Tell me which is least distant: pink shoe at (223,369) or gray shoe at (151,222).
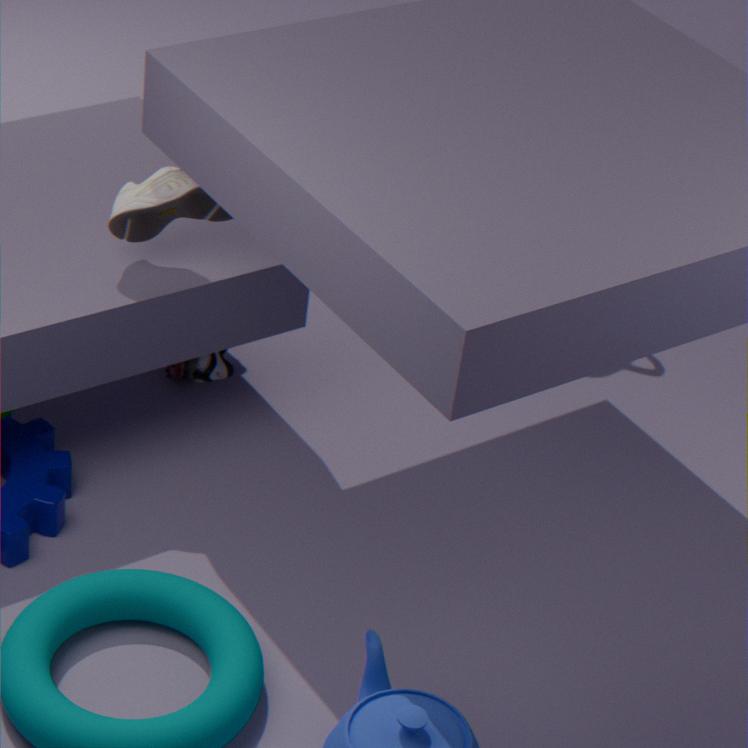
gray shoe at (151,222)
